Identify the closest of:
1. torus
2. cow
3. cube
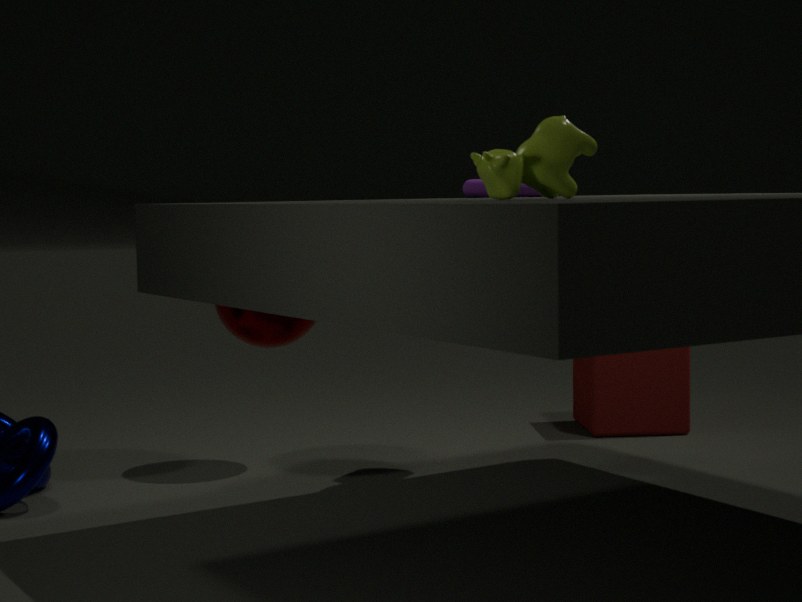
cow
